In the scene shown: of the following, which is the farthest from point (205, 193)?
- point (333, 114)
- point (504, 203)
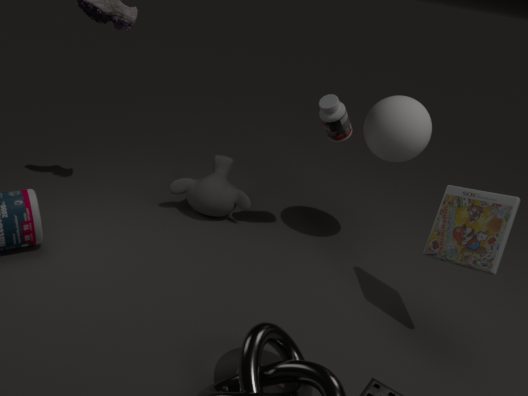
point (504, 203)
